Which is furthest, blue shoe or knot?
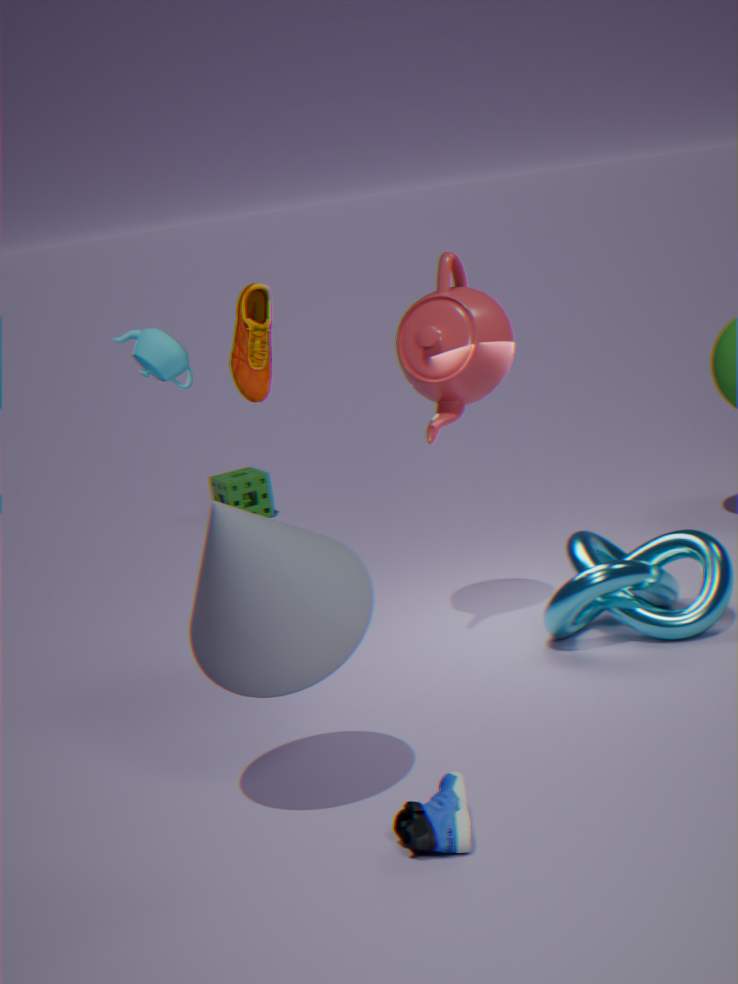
knot
